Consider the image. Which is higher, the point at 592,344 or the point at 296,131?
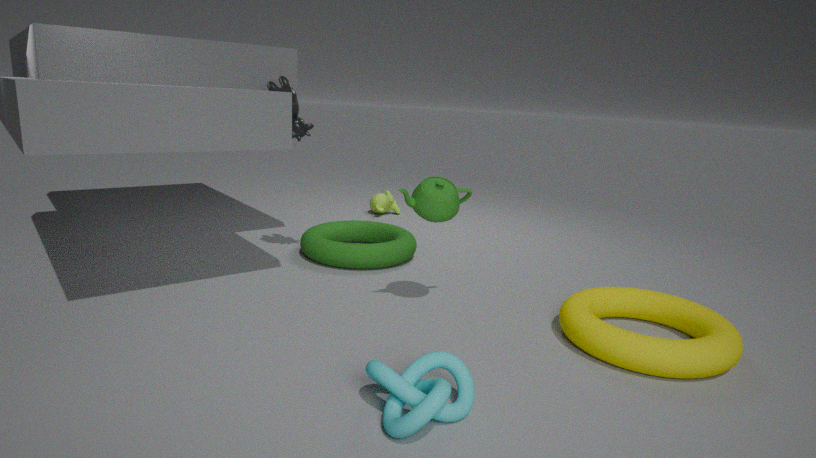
the point at 296,131
